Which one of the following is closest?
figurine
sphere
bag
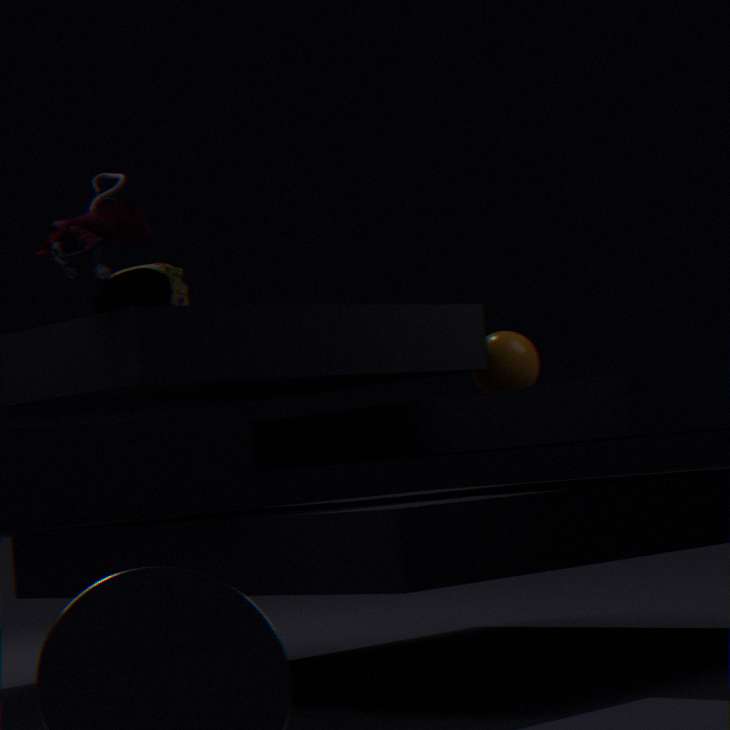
figurine
